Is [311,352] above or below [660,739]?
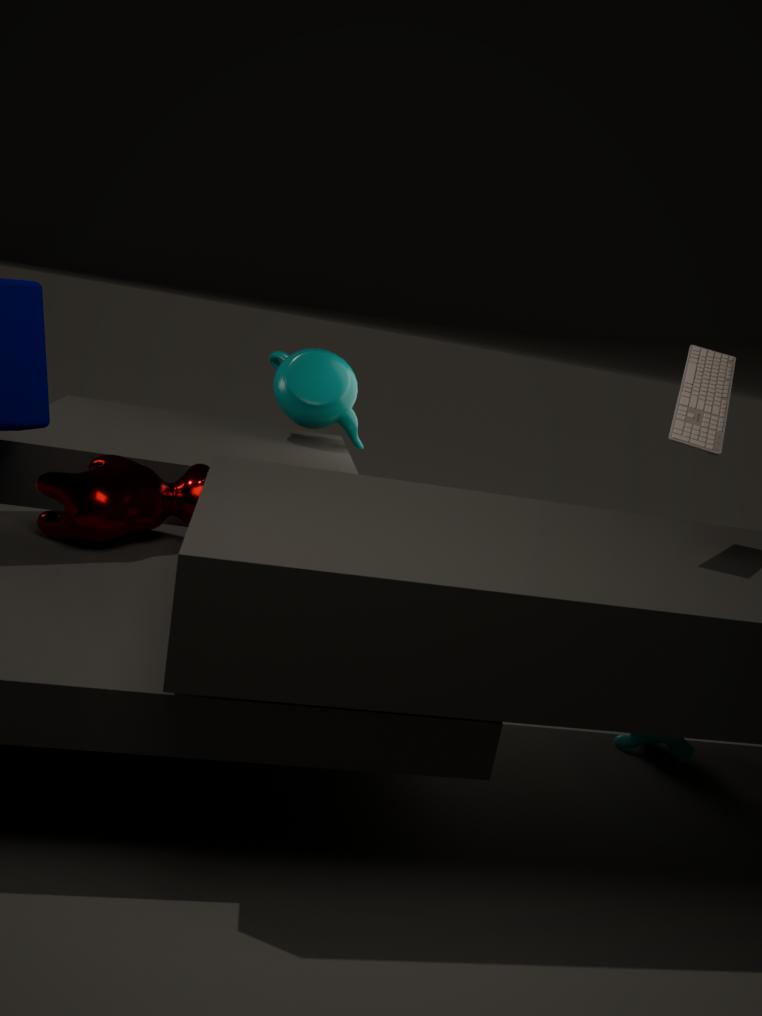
above
